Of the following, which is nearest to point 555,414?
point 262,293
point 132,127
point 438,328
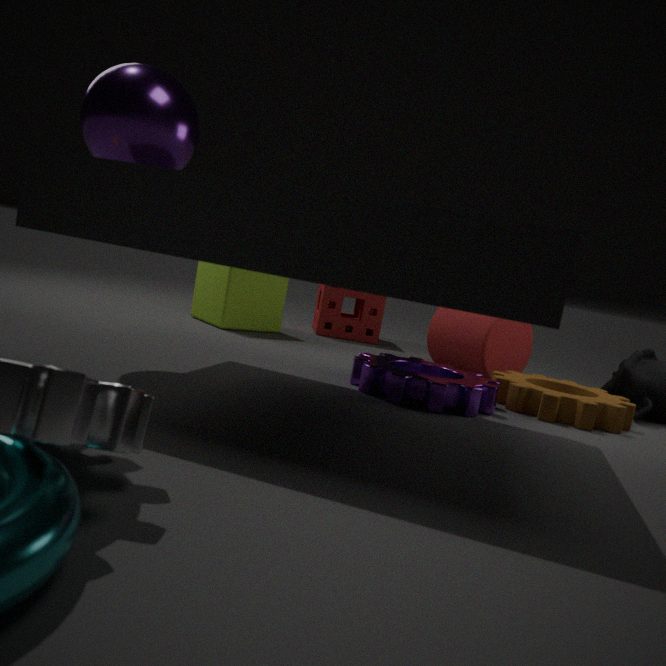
point 438,328
